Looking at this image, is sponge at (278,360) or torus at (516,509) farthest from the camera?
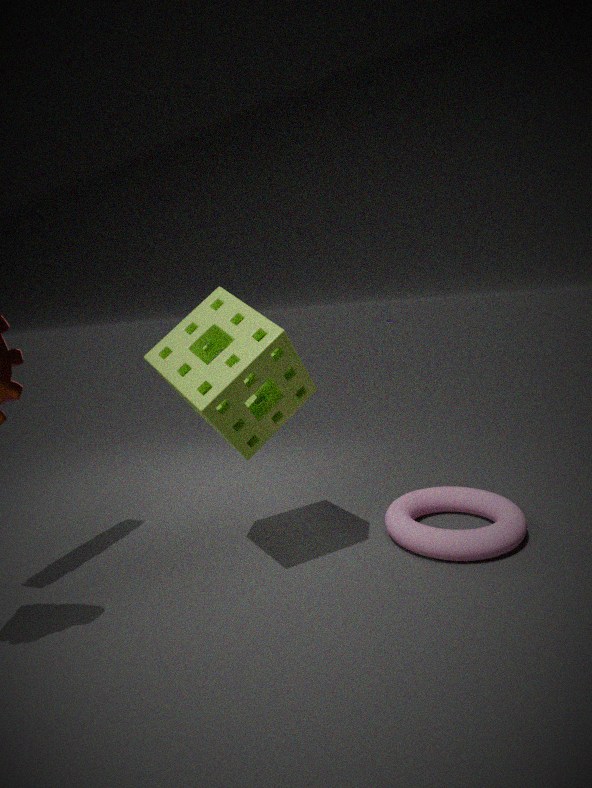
torus at (516,509)
